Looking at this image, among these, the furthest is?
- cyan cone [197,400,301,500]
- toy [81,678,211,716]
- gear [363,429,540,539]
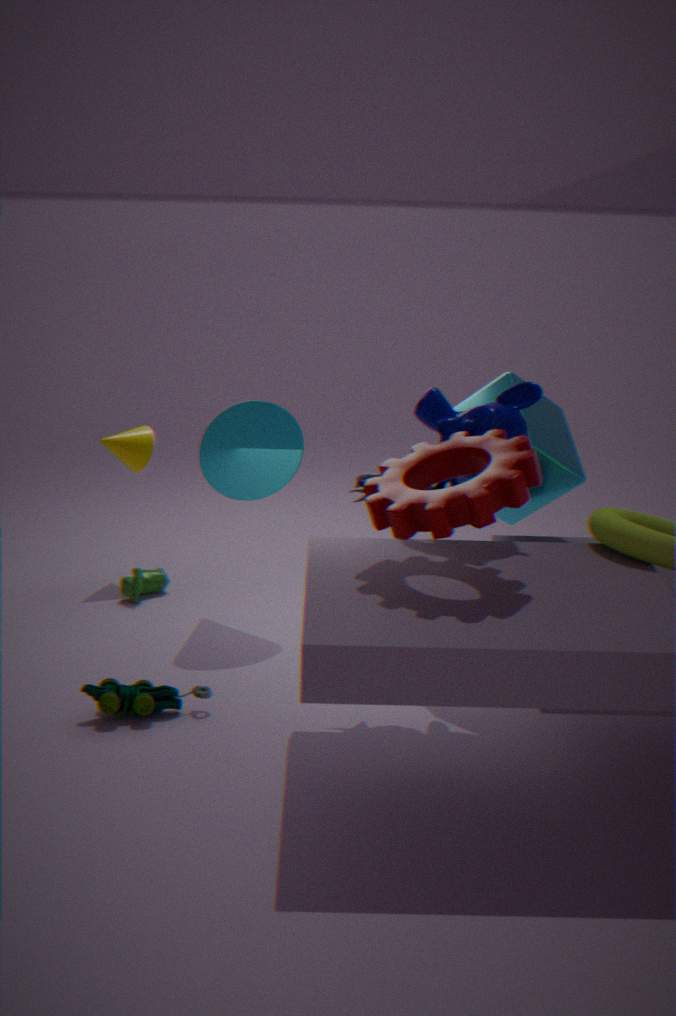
cyan cone [197,400,301,500]
